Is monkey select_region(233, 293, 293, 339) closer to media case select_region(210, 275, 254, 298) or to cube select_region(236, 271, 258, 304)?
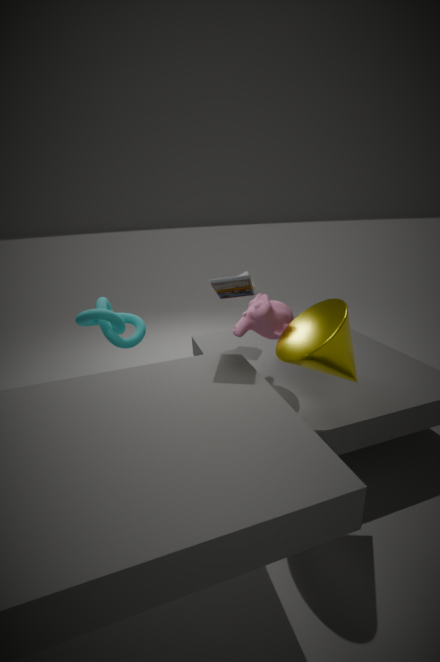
media case select_region(210, 275, 254, 298)
